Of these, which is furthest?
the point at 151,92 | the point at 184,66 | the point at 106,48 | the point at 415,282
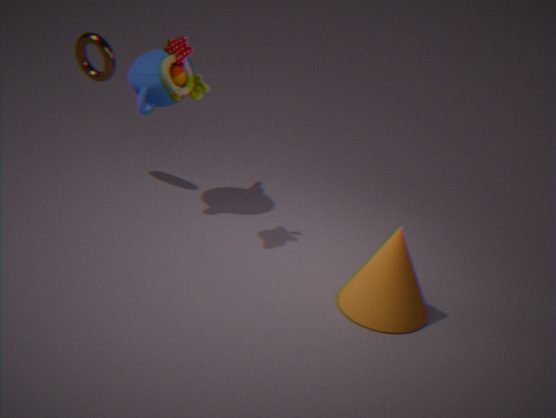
the point at 106,48
